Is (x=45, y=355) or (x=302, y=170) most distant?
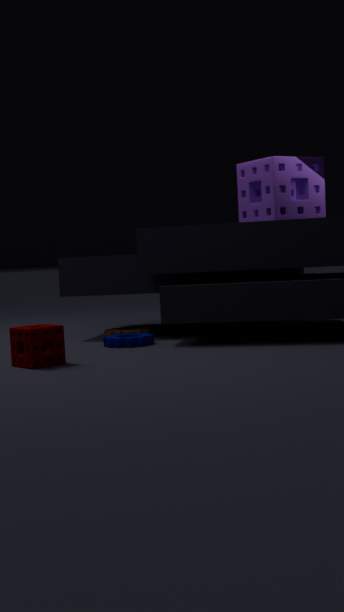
(x=302, y=170)
